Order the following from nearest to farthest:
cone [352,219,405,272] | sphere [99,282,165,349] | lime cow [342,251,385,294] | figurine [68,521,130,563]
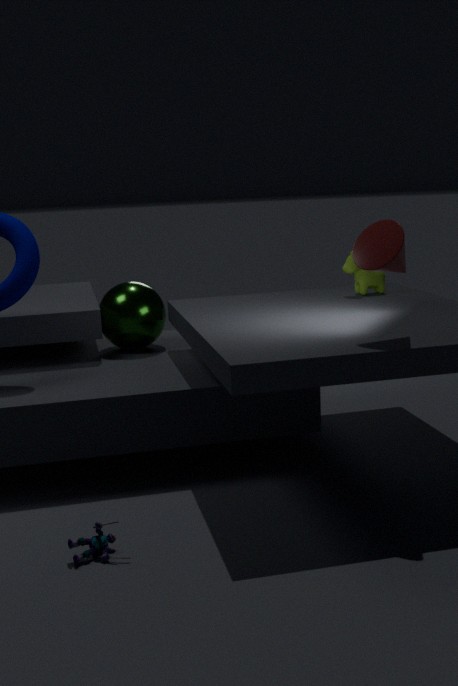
figurine [68,521,130,563] < cone [352,219,405,272] < lime cow [342,251,385,294] < sphere [99,282,165,349]
